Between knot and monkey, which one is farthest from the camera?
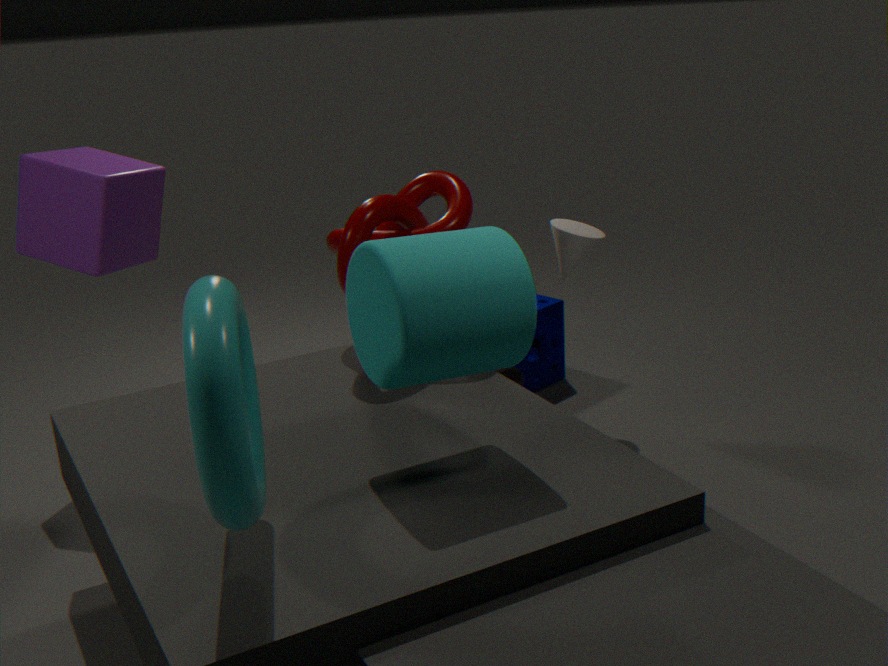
monkey
